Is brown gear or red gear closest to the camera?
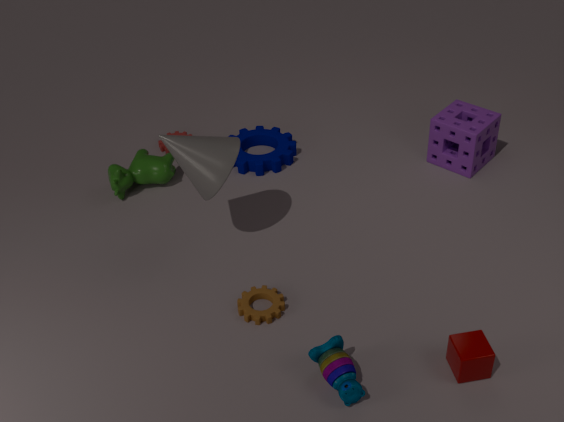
brown gear
